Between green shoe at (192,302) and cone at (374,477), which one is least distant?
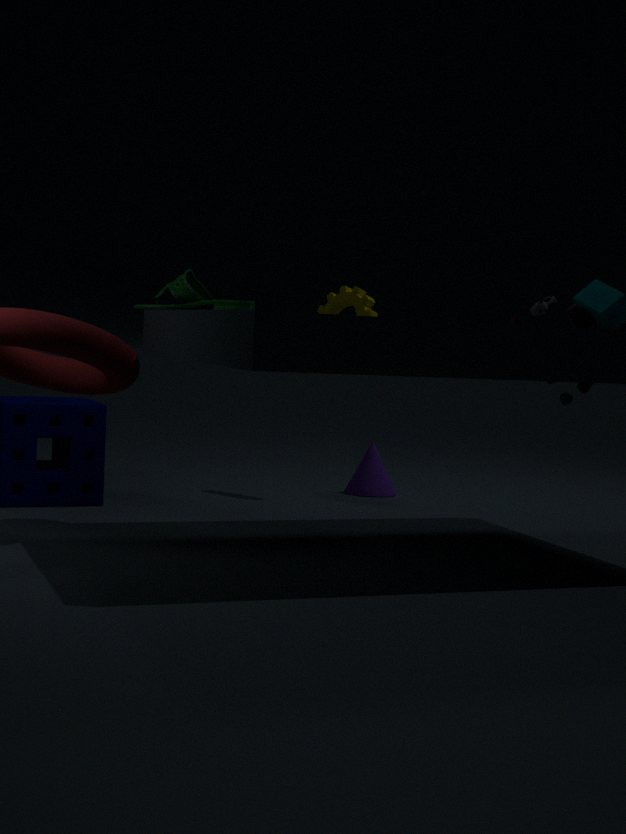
green shoe at (192,302)
